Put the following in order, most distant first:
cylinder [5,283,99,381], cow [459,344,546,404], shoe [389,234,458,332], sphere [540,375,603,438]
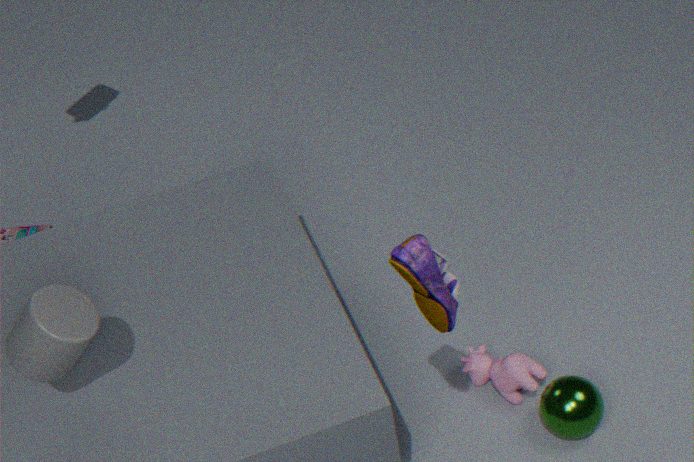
cow [459,344,546,404]
sphere [540,375,603,438]
cylinder [5,283,99,381]
shoe [389,234,458,332]
